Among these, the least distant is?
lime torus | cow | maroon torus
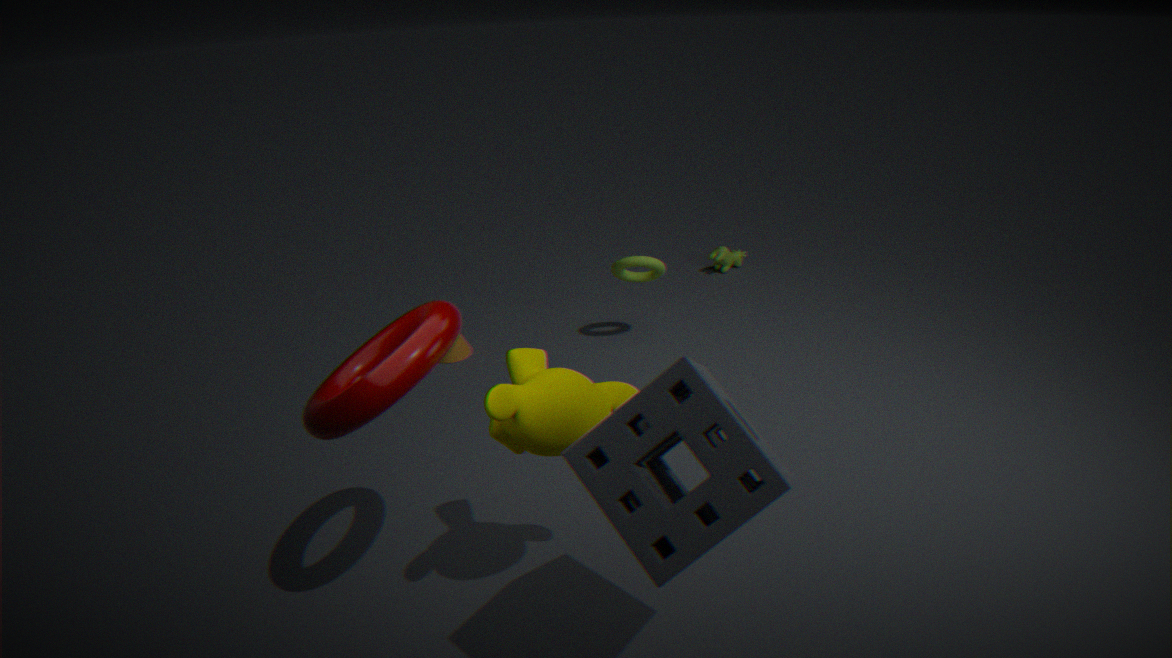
maroon torus
